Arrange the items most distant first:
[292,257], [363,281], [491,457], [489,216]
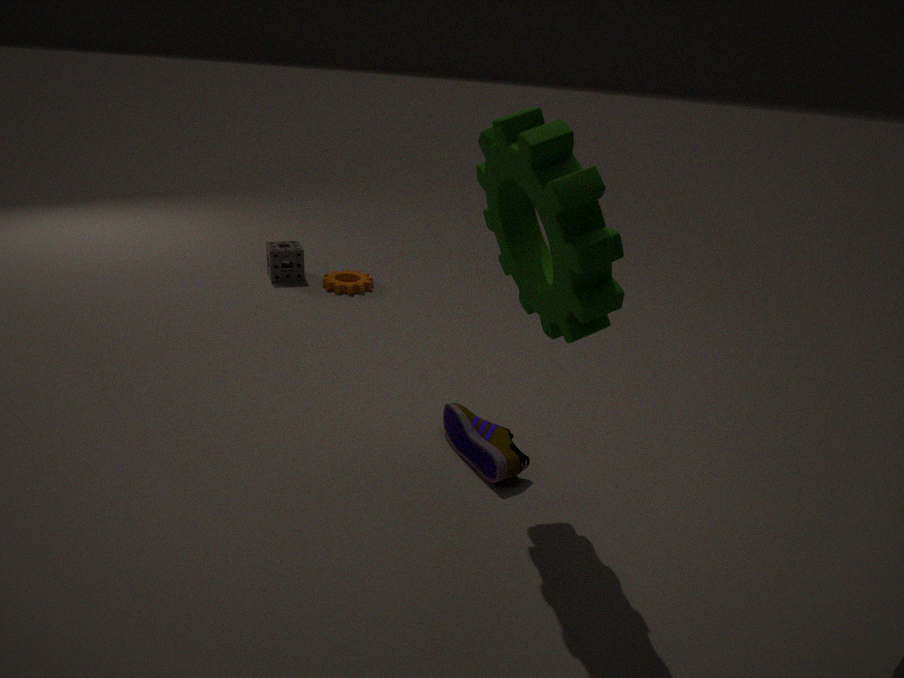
[363,281] < [292,257] < [491,457] < [489,216]
